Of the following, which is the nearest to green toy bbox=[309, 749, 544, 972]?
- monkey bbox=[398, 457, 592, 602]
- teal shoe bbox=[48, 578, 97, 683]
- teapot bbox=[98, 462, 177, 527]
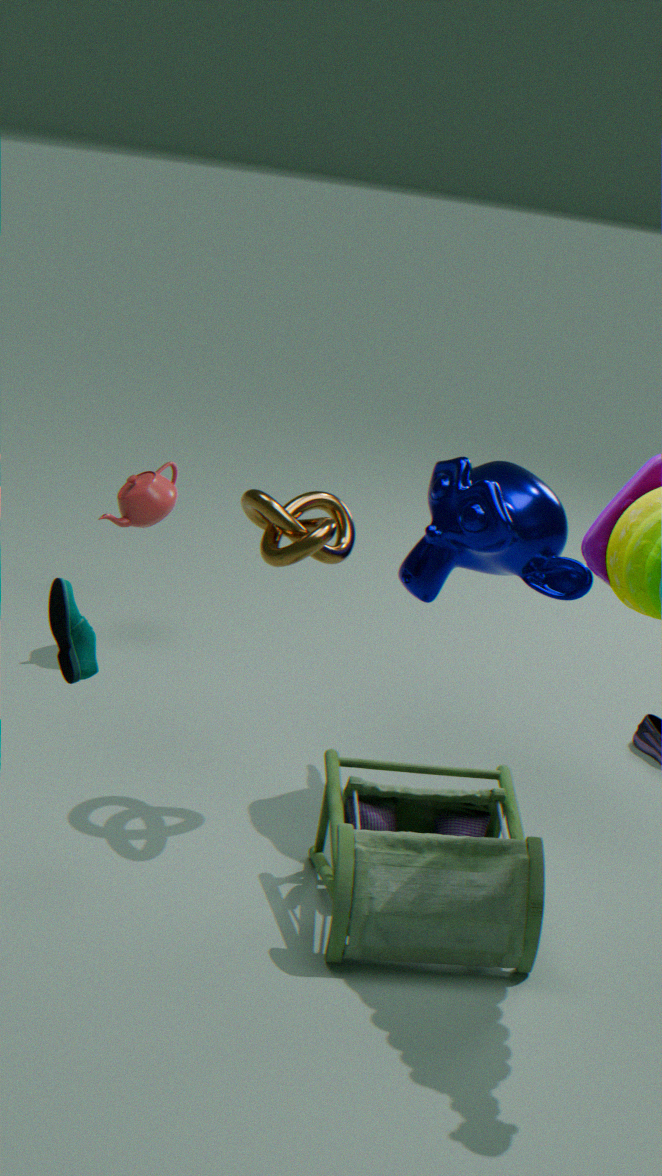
monkey bbox=[398, 457, 592, 602]
